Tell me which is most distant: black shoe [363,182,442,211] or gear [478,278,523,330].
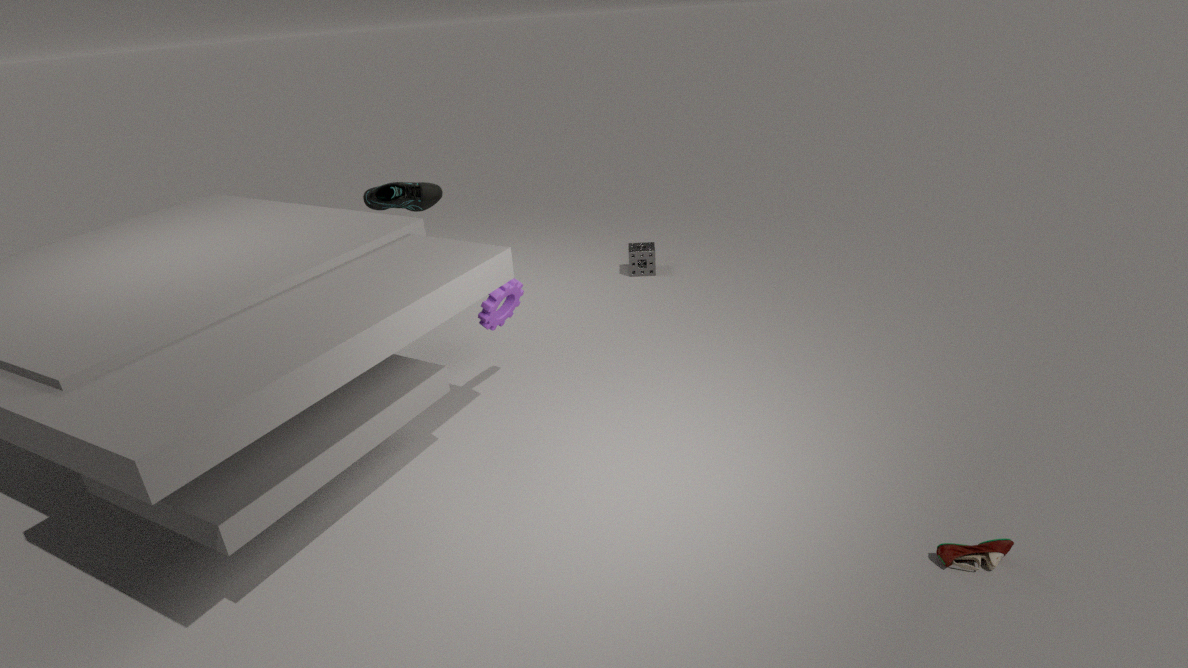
black shoe [363,182,442,211]
